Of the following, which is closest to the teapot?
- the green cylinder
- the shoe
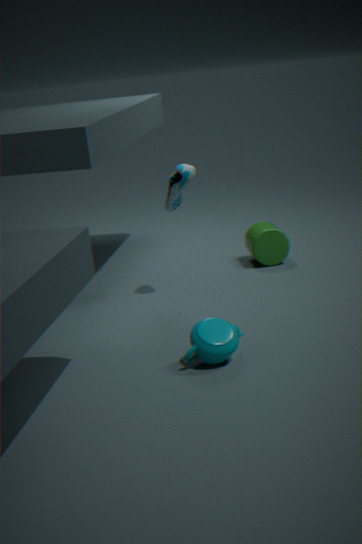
the shoe
